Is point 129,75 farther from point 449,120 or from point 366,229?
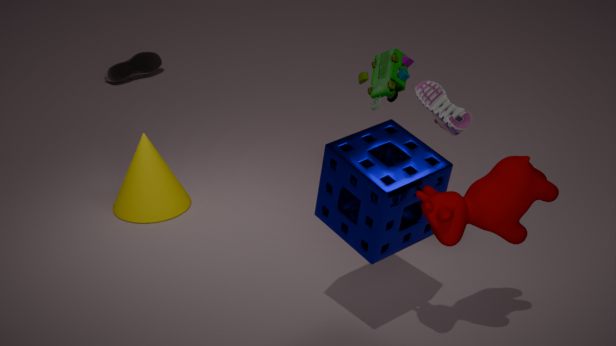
point 366,229
